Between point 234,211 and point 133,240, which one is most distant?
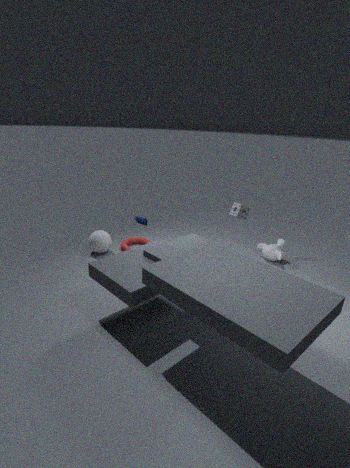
point 133,240
